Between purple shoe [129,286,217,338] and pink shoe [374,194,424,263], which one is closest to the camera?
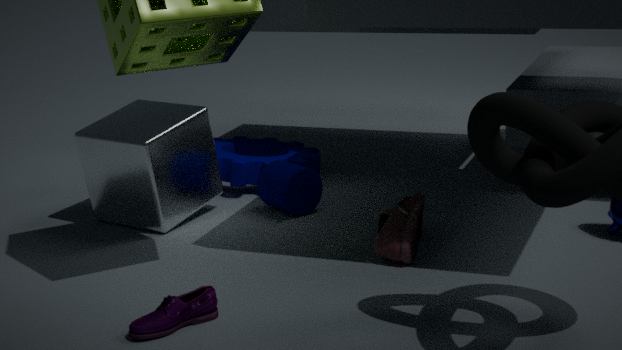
purple shoe [129,286,217,338]
